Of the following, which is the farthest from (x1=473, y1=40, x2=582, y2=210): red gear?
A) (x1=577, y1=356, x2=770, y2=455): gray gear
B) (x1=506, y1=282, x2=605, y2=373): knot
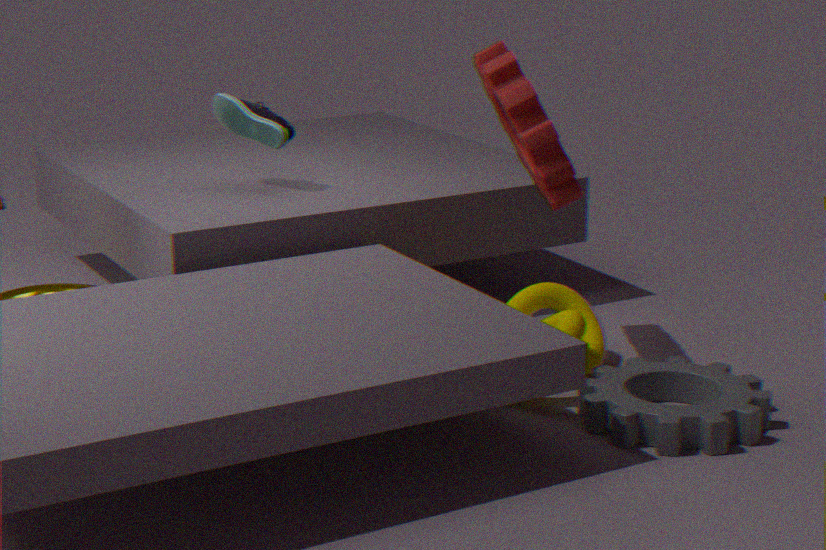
(x1=577, y1=356, x2=770, y2=455): gray gear
